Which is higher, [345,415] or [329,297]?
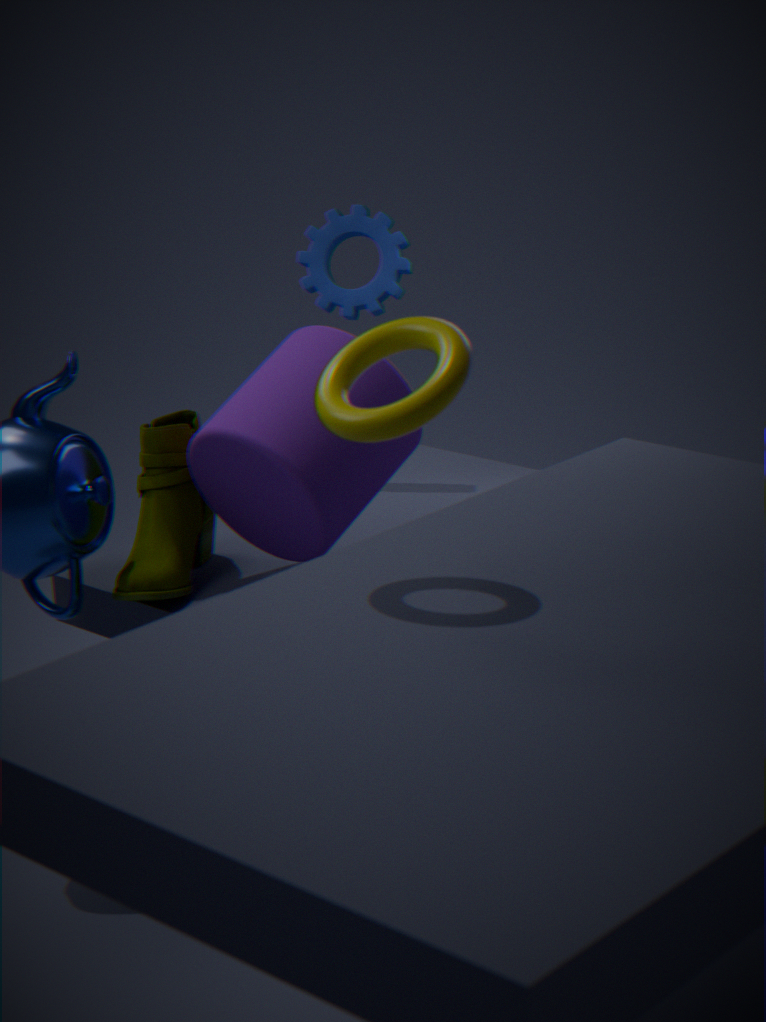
[345,415]
